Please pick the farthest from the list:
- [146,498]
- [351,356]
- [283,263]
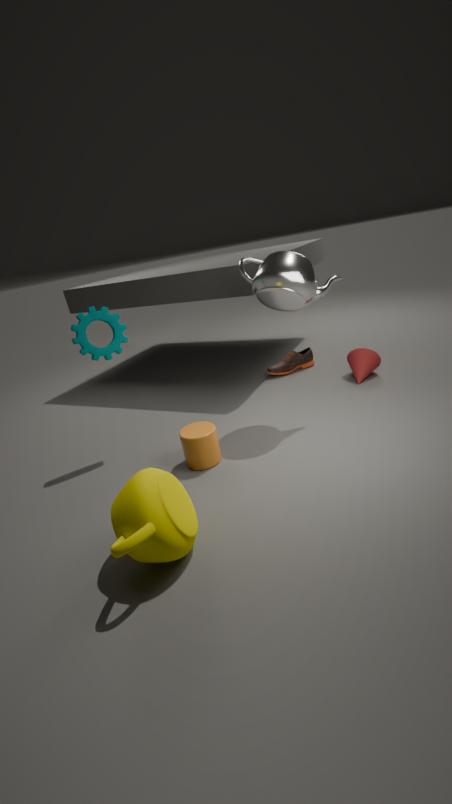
[351,356]
